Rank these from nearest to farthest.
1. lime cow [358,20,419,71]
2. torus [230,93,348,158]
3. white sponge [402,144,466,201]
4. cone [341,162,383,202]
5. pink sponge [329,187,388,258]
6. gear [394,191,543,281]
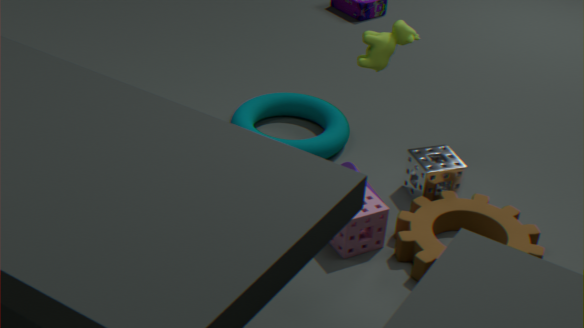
gear [394,191,543,281] < pink sponge [329,187,388,258] < cone [341,162,383,202] < lime cow [358,20,419,71] < white sponge [402,144,466,201] < torus [230,93,348,158]
